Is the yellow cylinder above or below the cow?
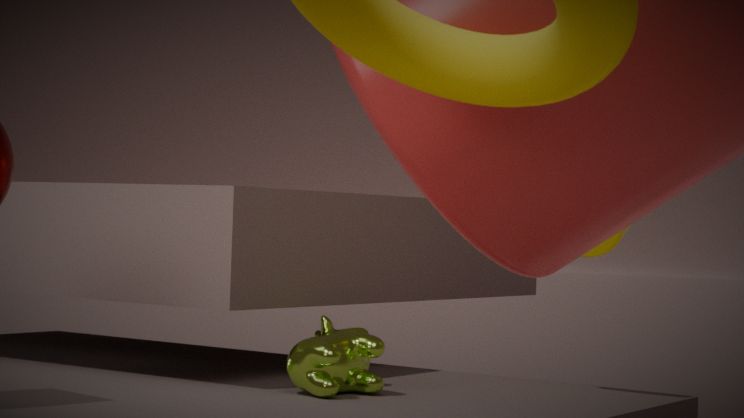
above
